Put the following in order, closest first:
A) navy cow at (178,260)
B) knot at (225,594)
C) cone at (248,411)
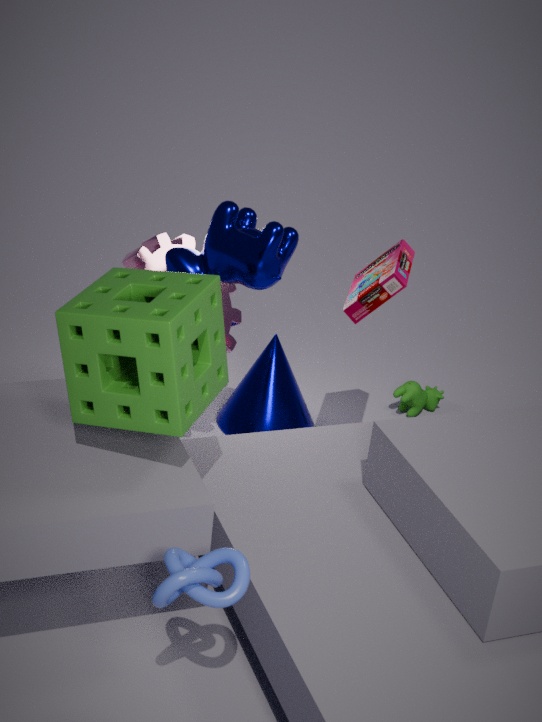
knot at (225,594)
navy cow at (178,260)
cone at (248,411)
